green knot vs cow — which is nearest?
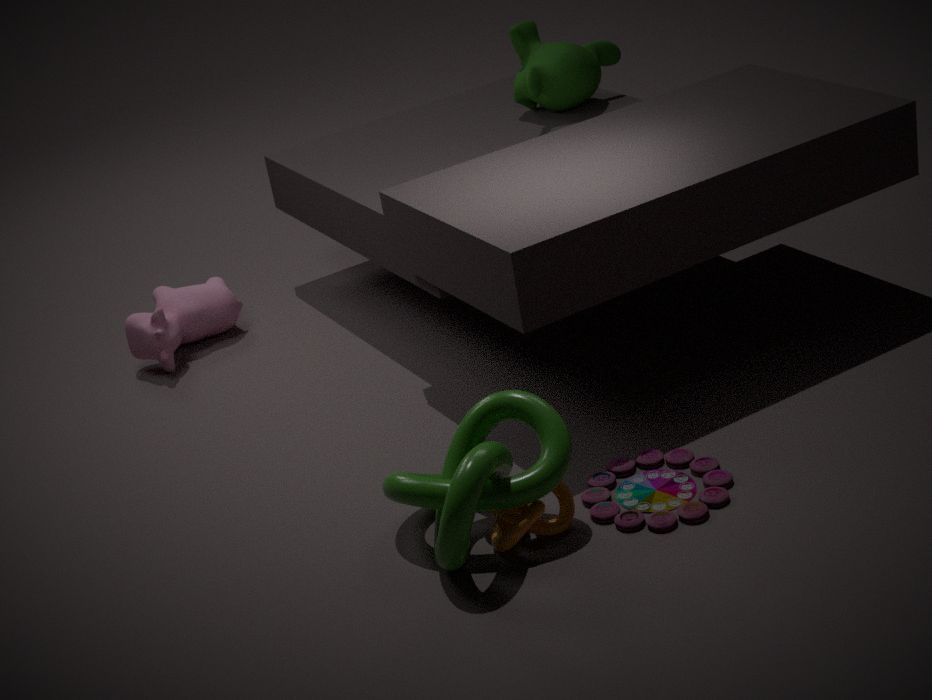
green knot
